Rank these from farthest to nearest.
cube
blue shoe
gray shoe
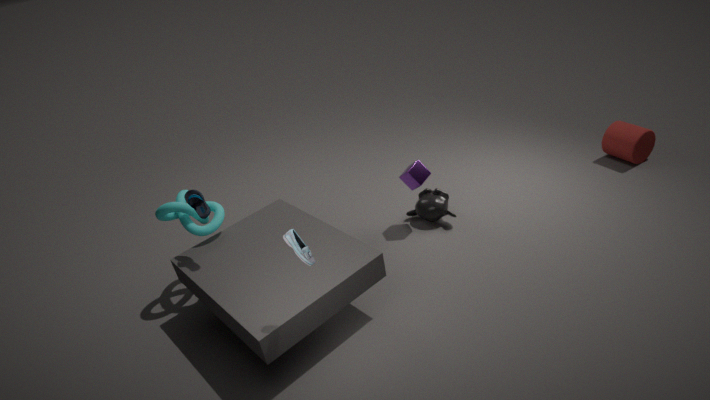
cube, blue shoe, gray shoe
